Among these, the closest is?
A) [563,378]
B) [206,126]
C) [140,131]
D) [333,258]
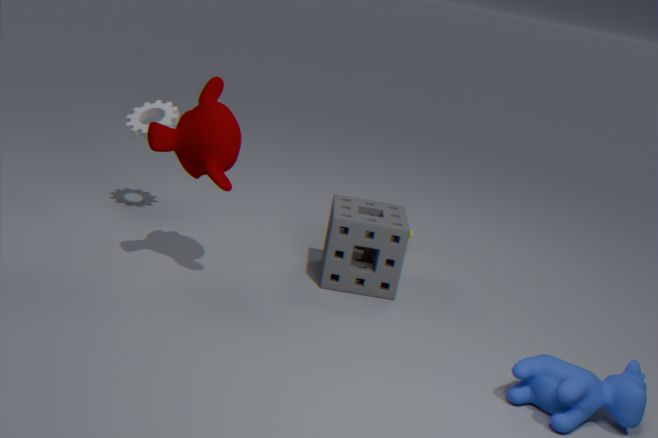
[563,378]
